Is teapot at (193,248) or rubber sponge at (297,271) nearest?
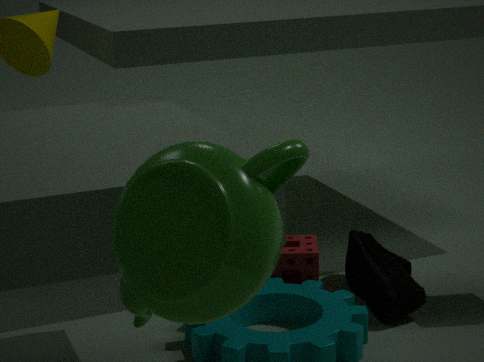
teapot at (193,248)
